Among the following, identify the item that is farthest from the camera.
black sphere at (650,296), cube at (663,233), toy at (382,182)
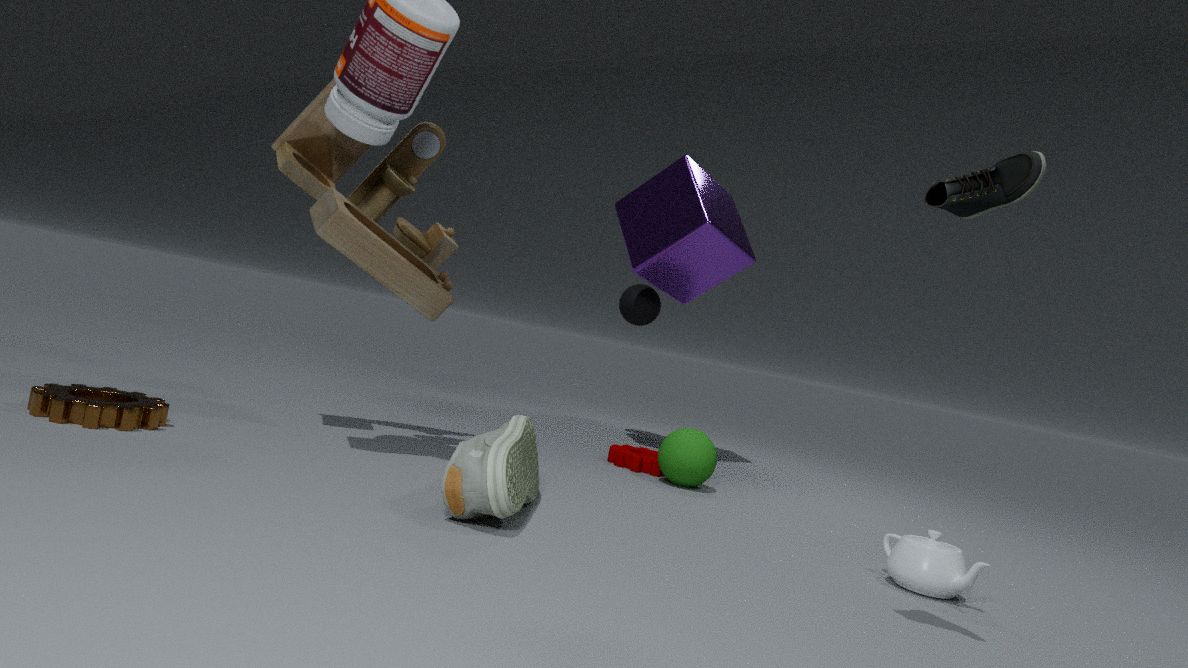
black sphere at (650,296)
